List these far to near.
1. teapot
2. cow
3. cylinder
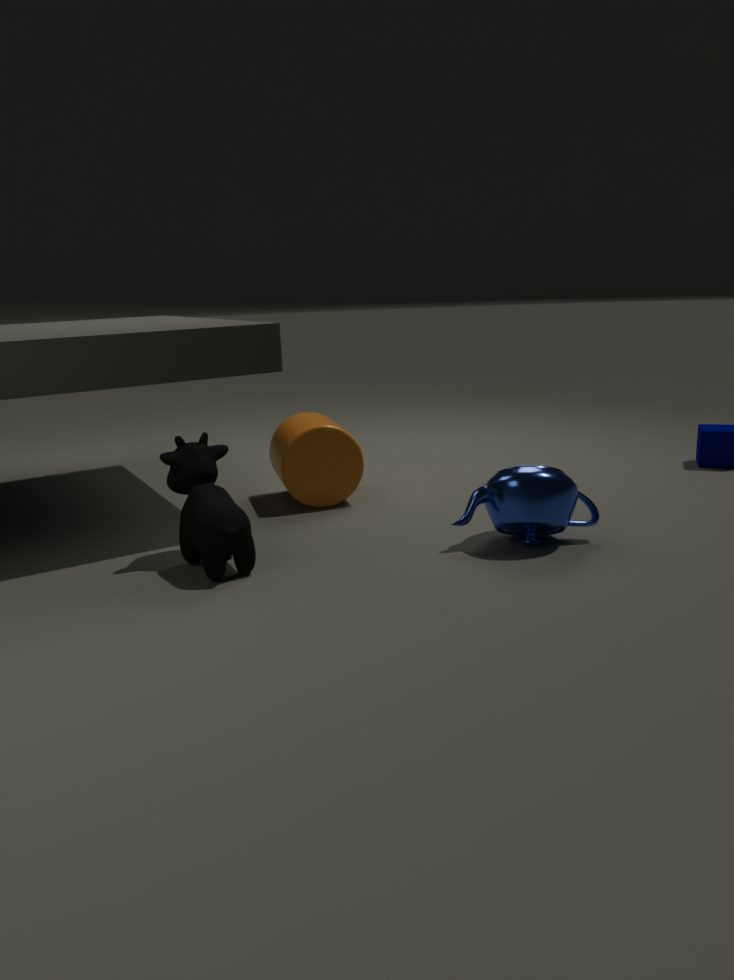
cylinder
teapot
cow
